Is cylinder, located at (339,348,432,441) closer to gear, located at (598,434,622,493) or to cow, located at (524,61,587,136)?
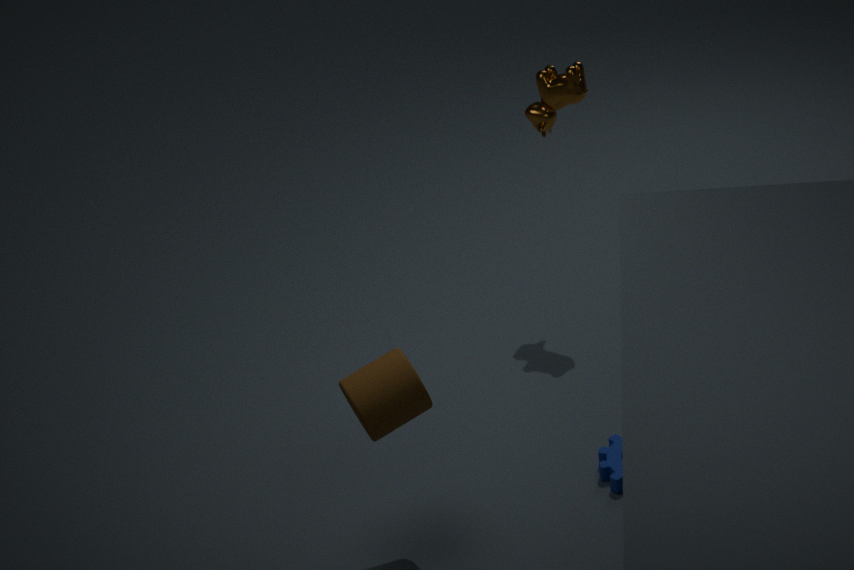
gear, located at (598,434,622,493)
